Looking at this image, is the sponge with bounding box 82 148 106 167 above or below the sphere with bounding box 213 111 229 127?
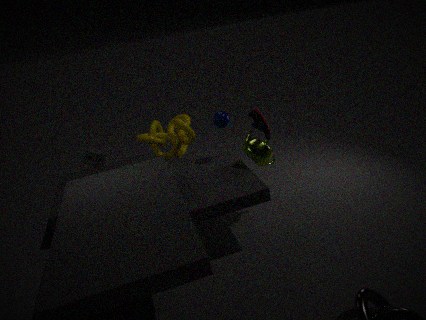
below
